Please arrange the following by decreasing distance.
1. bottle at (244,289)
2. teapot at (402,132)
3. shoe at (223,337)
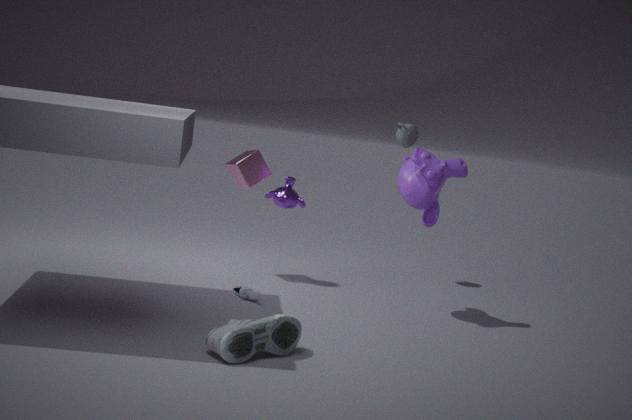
teapot at (402,132) < bottle at (244,289) < shoe at (223,337)
